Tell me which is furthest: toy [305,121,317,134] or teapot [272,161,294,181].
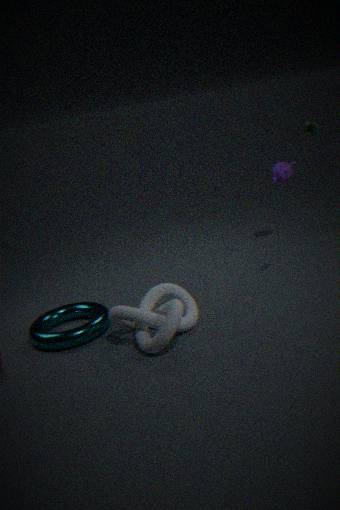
teapot [272,161,294,181]
